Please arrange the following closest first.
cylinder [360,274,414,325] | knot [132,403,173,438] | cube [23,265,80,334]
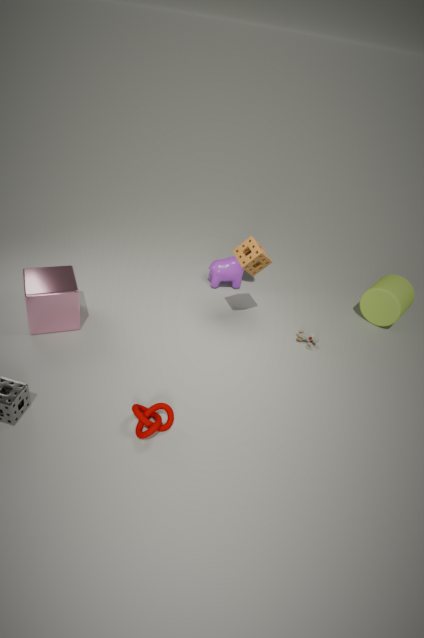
knot [132,403,173,438] → cube [23,265,80,334] → cylinder [360,274,414,325]
